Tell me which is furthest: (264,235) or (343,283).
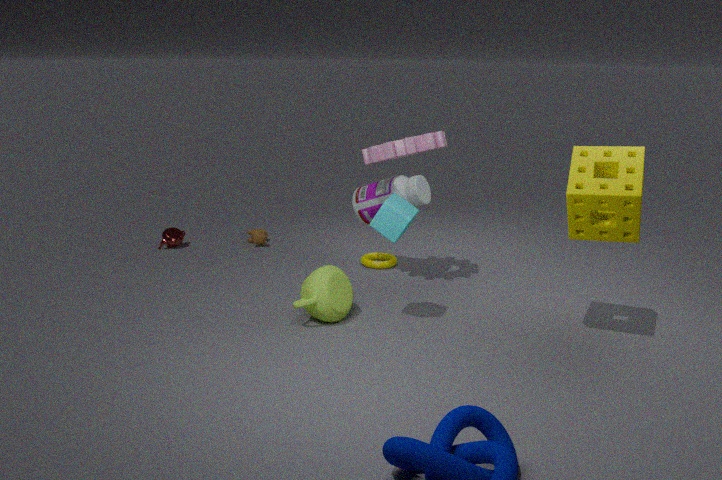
(264,235)
